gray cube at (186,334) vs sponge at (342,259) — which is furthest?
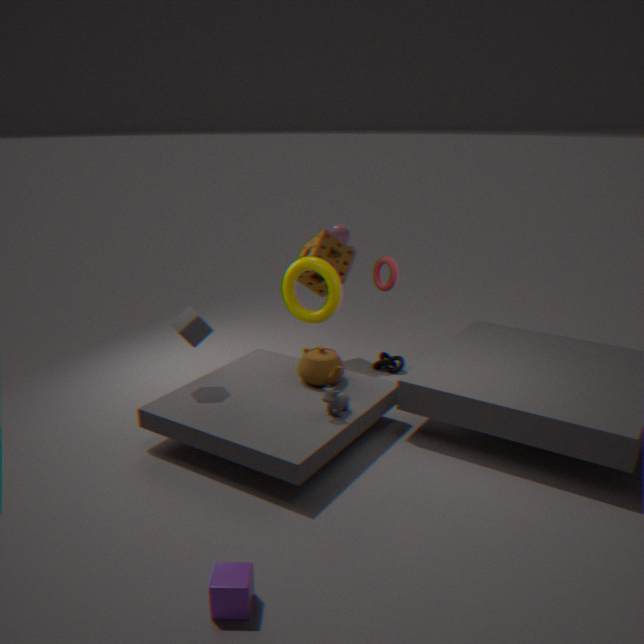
sponge at (342,259)
